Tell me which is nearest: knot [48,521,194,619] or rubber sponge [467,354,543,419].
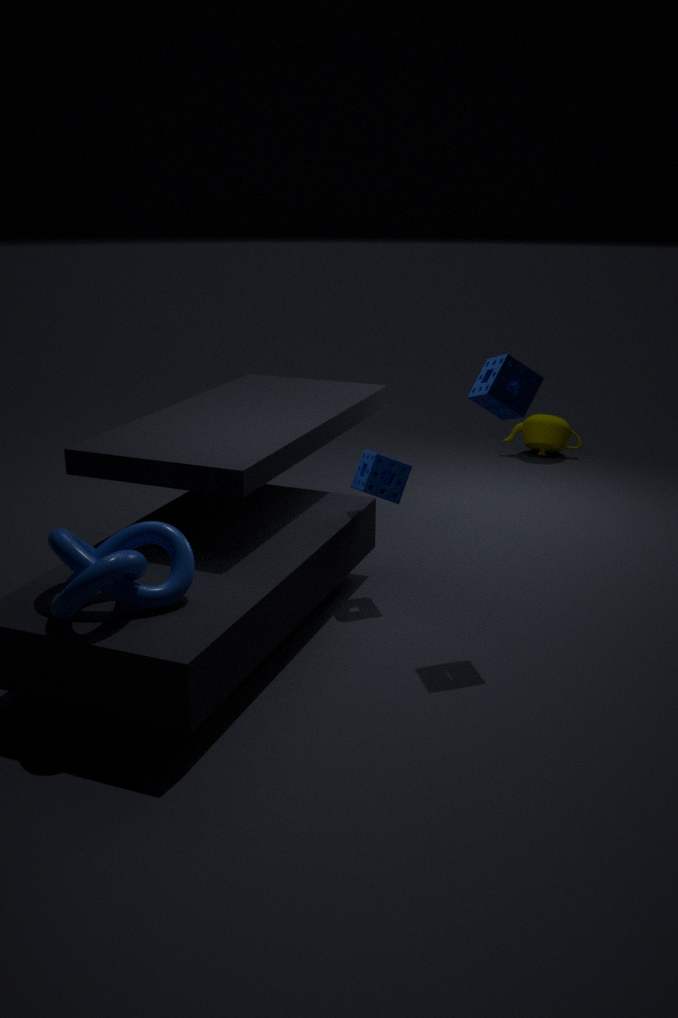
knot [48,521,194,619]
